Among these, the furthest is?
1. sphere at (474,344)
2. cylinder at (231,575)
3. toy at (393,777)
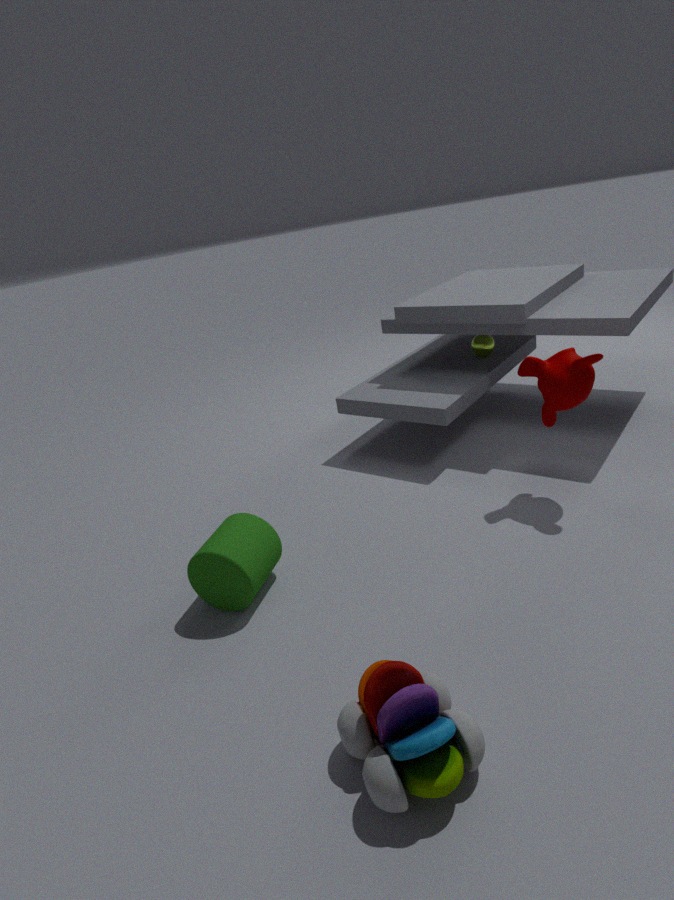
sphere at (474,344)
